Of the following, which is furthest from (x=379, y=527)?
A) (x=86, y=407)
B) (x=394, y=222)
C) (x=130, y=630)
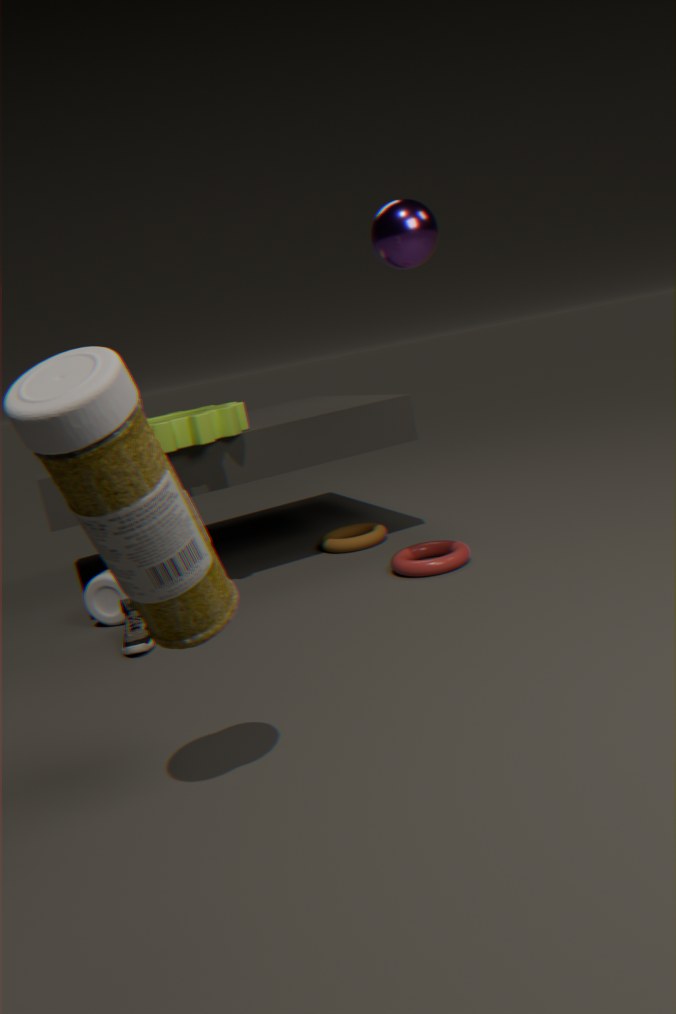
(x=86, y=407)
